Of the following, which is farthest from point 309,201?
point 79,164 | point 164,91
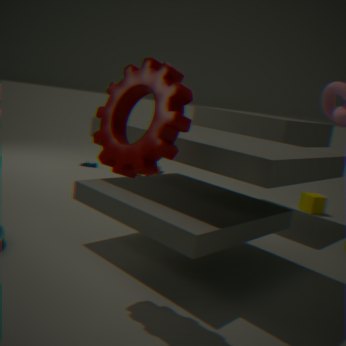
point 164,91
